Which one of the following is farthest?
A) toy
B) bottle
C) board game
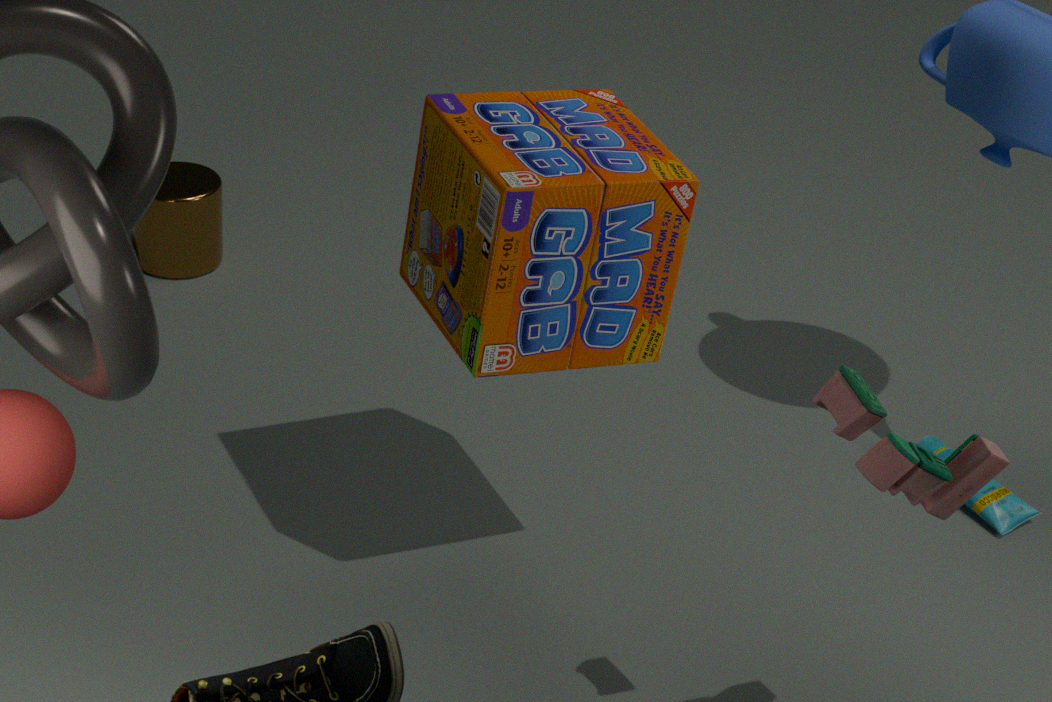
bottle
